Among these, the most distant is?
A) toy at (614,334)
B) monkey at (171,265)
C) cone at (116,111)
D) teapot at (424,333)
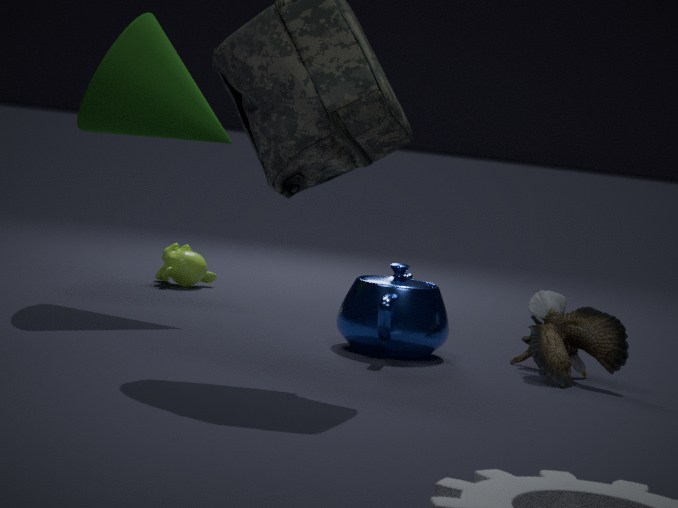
monkey at (171,265)
